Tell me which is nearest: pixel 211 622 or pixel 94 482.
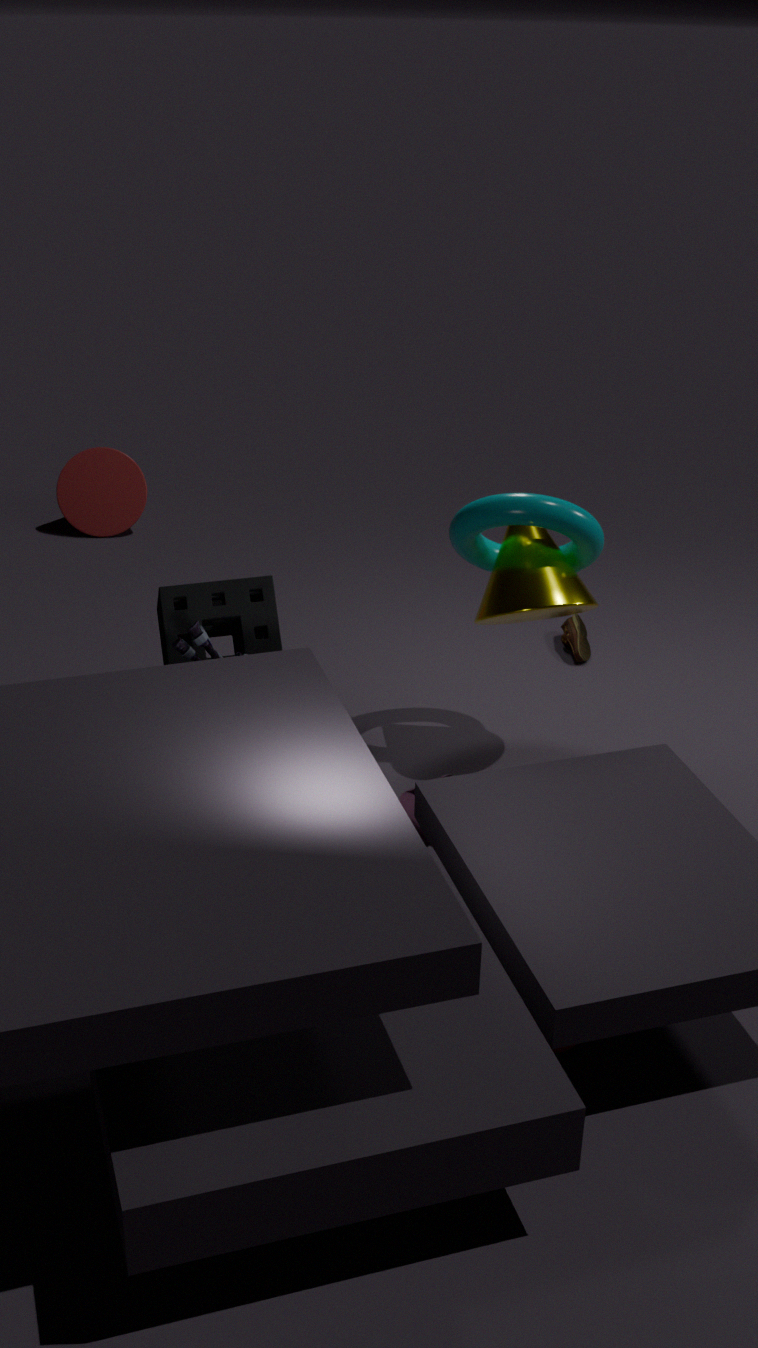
pixel 211 622
